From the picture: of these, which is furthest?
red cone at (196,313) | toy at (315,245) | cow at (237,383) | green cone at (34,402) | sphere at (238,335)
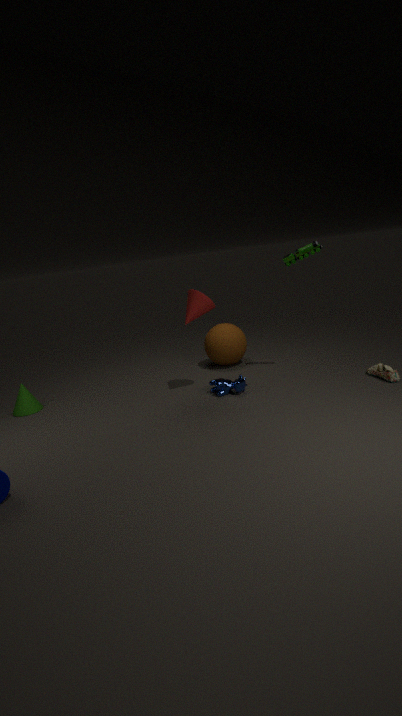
sphere at (238,335)
